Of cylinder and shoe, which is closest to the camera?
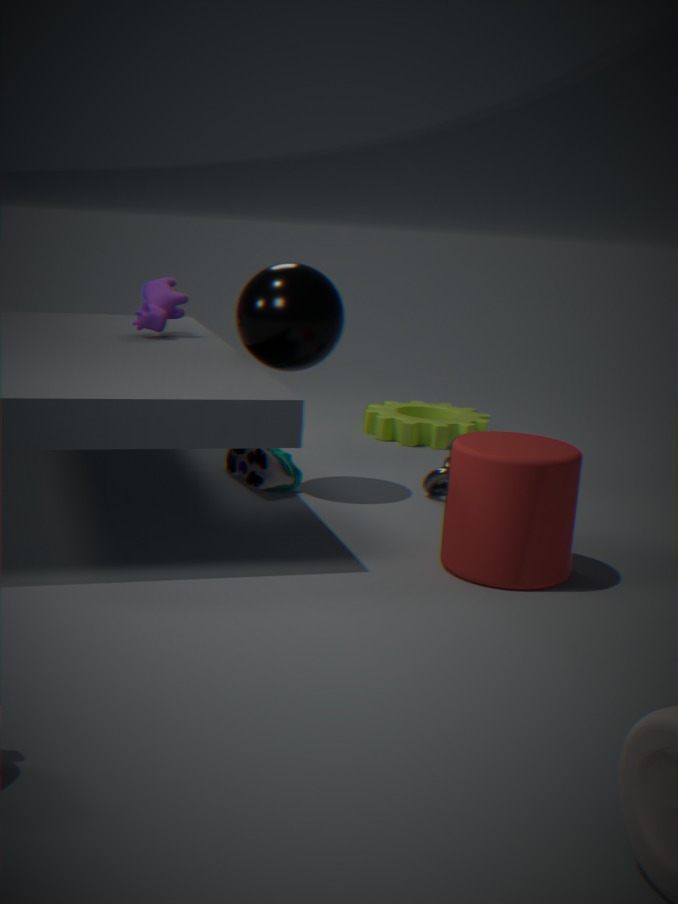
cylinder
